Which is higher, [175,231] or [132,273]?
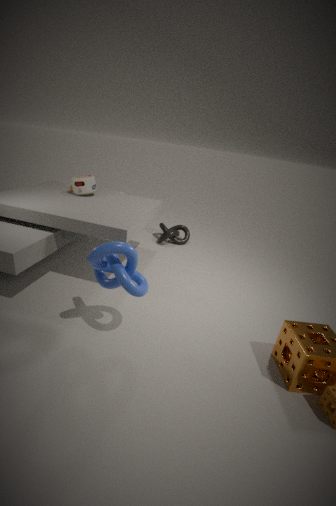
[132,273]
